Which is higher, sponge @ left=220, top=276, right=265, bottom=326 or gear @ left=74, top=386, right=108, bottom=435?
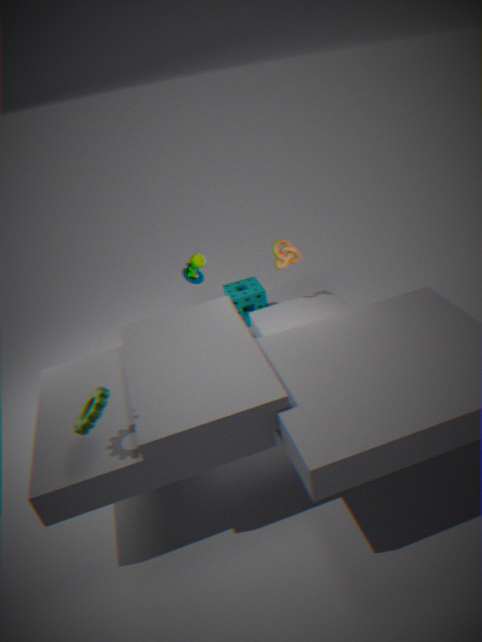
gear @ left=74, top=386, right=108, bottom=435
